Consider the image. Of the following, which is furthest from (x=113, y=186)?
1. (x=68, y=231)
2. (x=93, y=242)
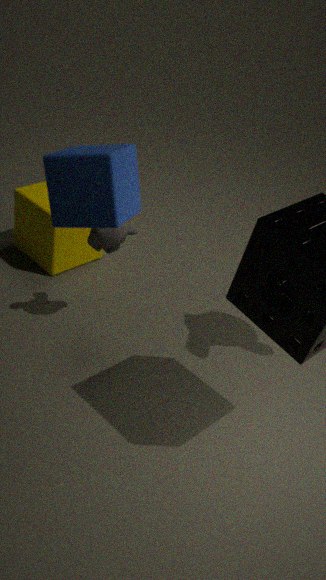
(x=68, y=231)
